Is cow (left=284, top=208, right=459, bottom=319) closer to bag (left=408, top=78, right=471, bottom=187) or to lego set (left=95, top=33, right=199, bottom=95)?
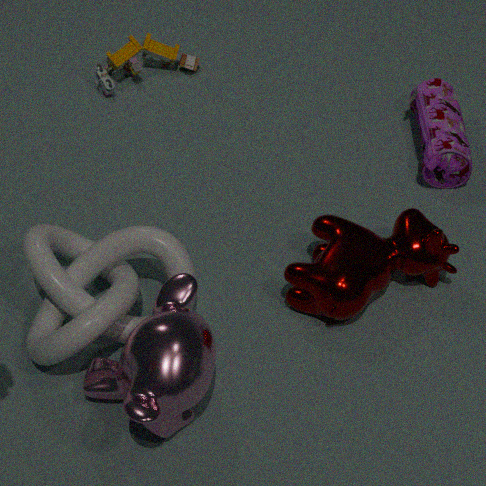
bag (left=408, top=78, right=471, bottom=187)
